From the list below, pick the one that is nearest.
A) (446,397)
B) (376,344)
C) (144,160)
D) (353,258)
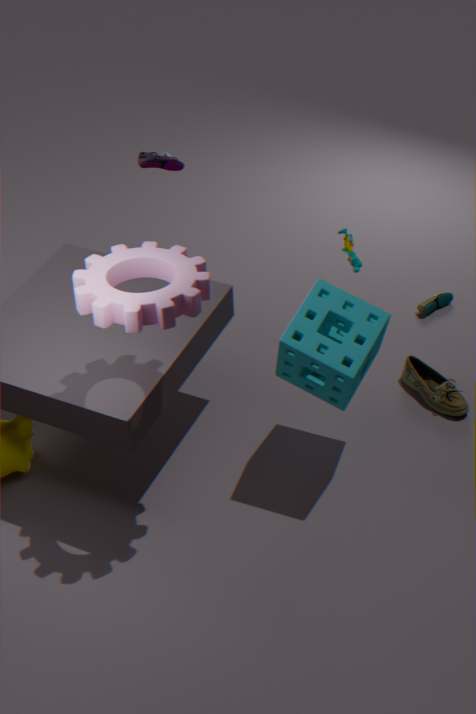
(376,344)
